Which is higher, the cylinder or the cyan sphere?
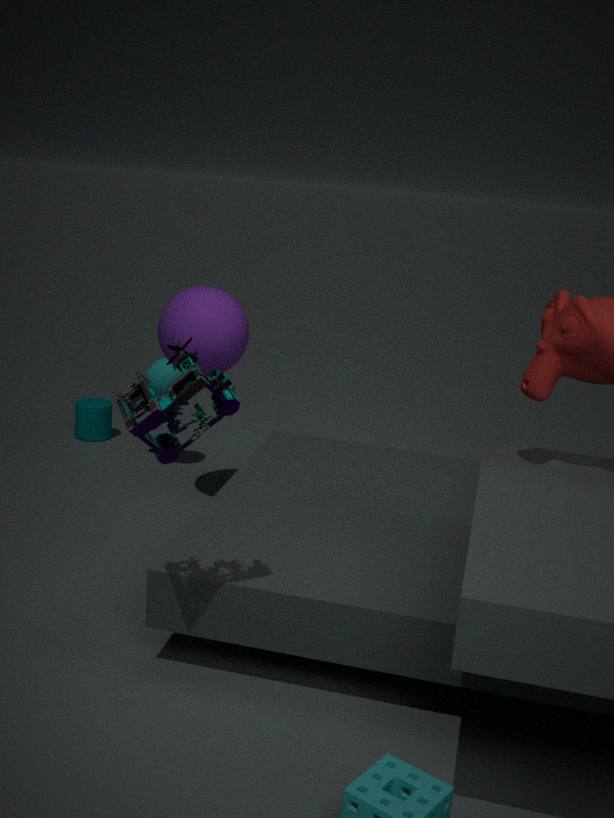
the cyan sphere
